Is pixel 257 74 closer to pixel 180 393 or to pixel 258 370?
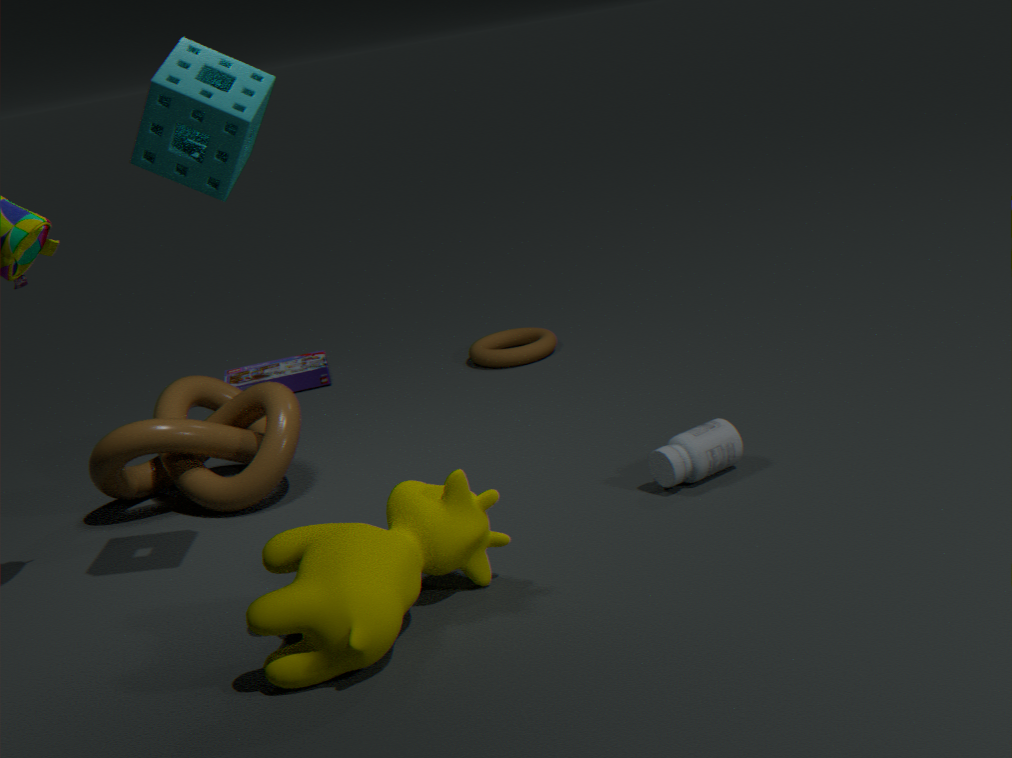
pixel 180 393
